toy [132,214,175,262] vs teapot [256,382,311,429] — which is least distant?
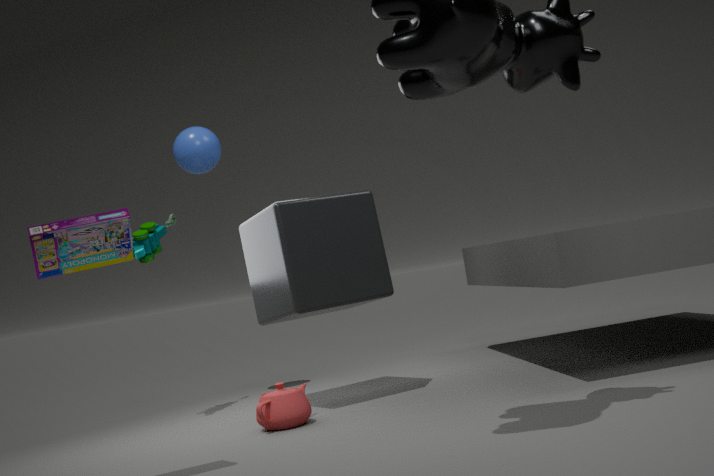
teapot [256,382,311,429]
